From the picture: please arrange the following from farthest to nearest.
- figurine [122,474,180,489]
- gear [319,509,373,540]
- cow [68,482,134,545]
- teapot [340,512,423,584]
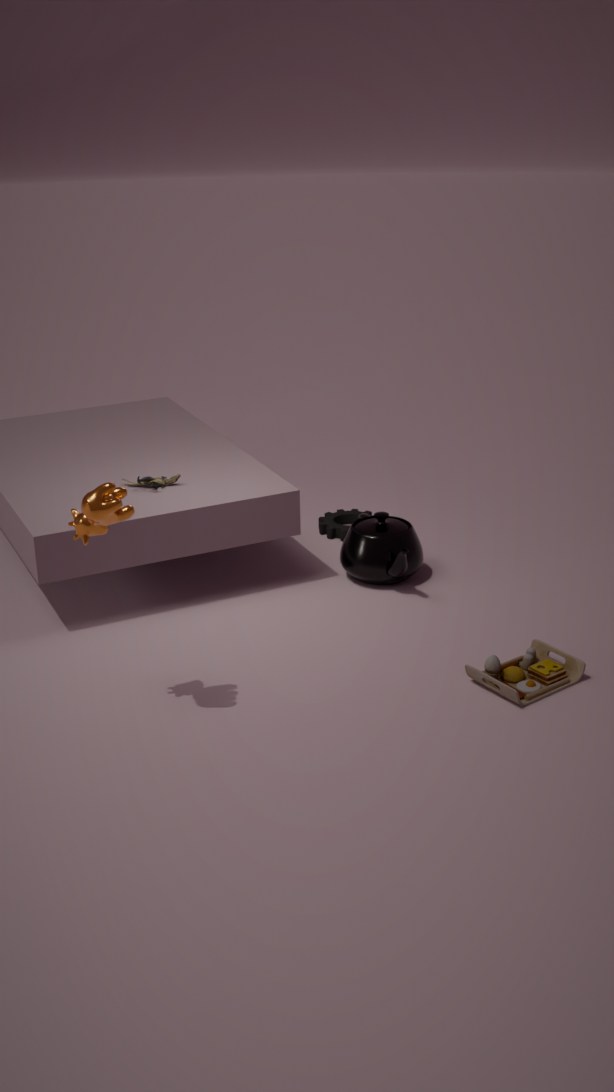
gear [319,509,373,540] → teapot [340,512,423,584] → figurine [122,474,180,489] → cow [68,482,134,545]
